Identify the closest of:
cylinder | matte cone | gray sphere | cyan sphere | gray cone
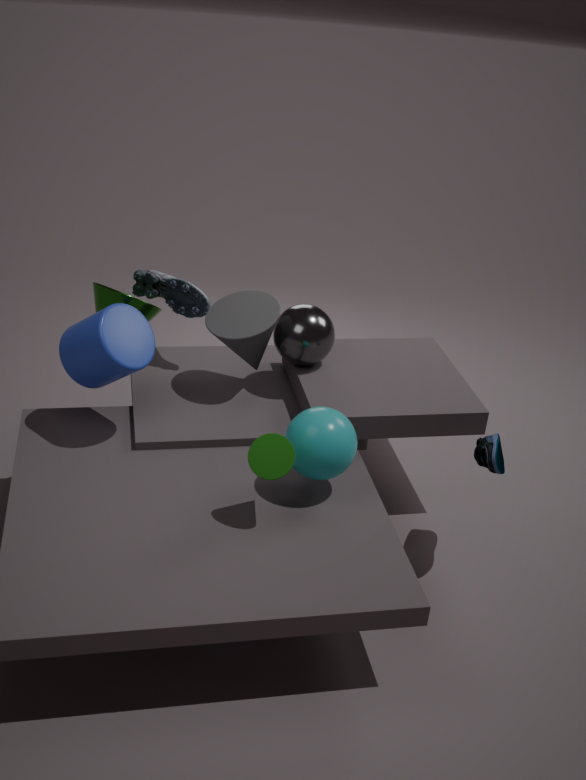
matte cone
